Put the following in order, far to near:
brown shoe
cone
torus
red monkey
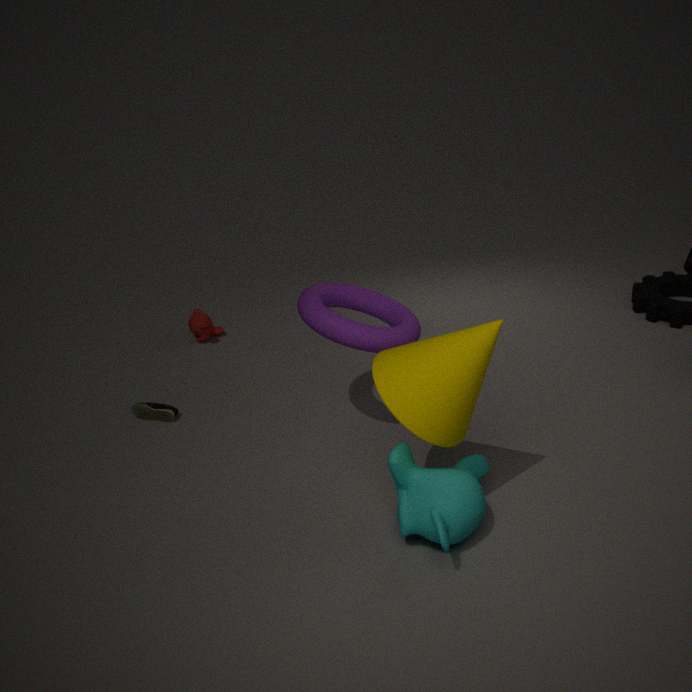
1. red monkey
2. brown shoe
3. torus
4. cone
